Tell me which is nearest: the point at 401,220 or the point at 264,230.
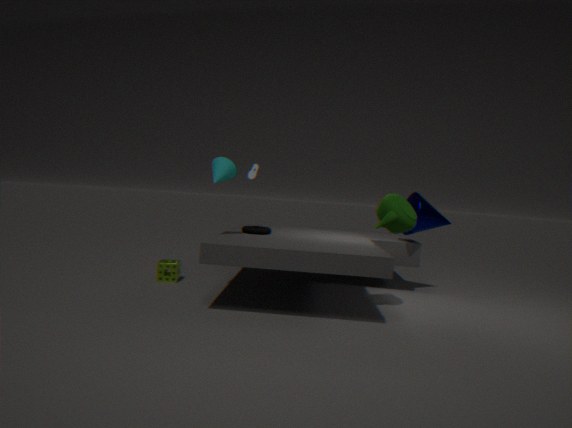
the point at 401,220
